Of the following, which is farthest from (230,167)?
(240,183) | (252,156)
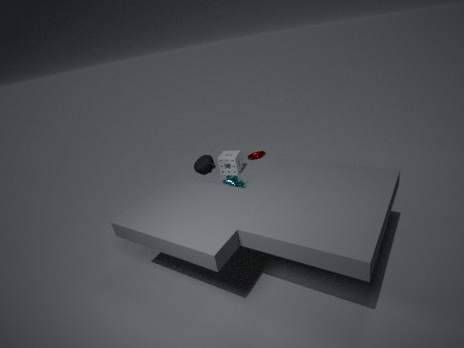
(252,156)
